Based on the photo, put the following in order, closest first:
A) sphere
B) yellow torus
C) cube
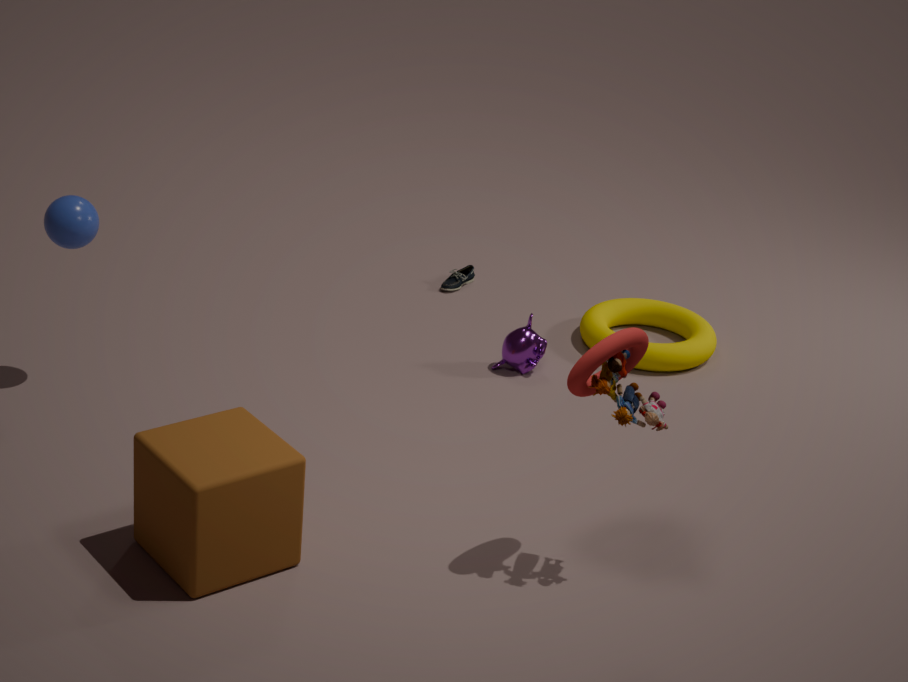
cube → sphere → yellow torus
